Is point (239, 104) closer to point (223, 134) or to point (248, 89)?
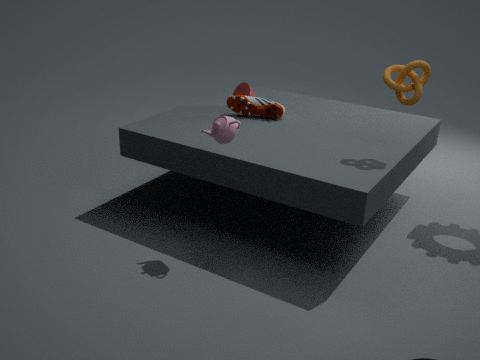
point (248, 89)
